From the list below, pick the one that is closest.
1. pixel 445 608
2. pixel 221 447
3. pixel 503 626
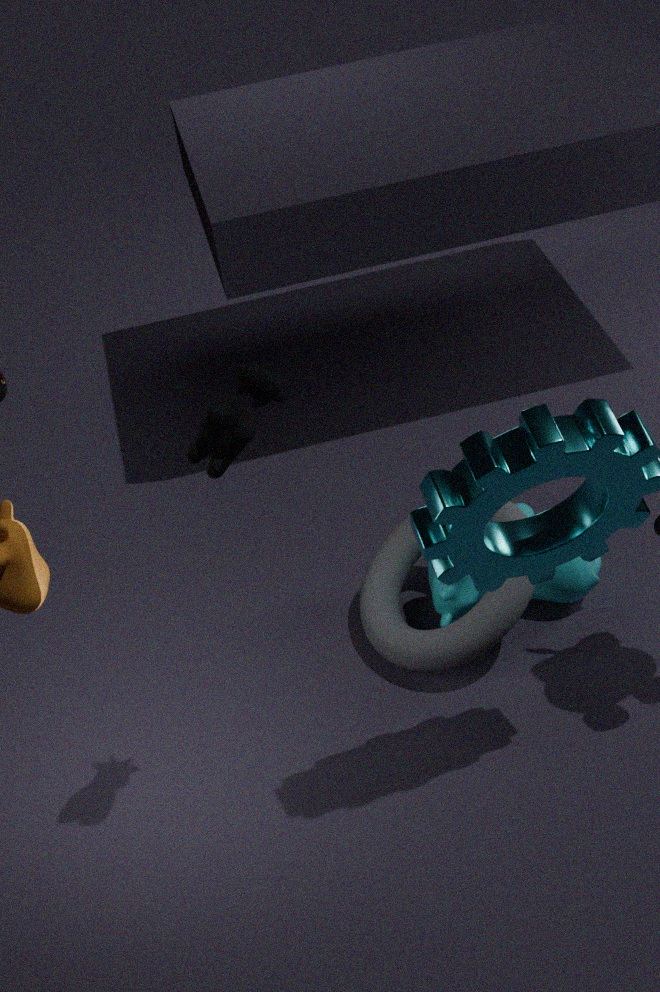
pixel 221 447
